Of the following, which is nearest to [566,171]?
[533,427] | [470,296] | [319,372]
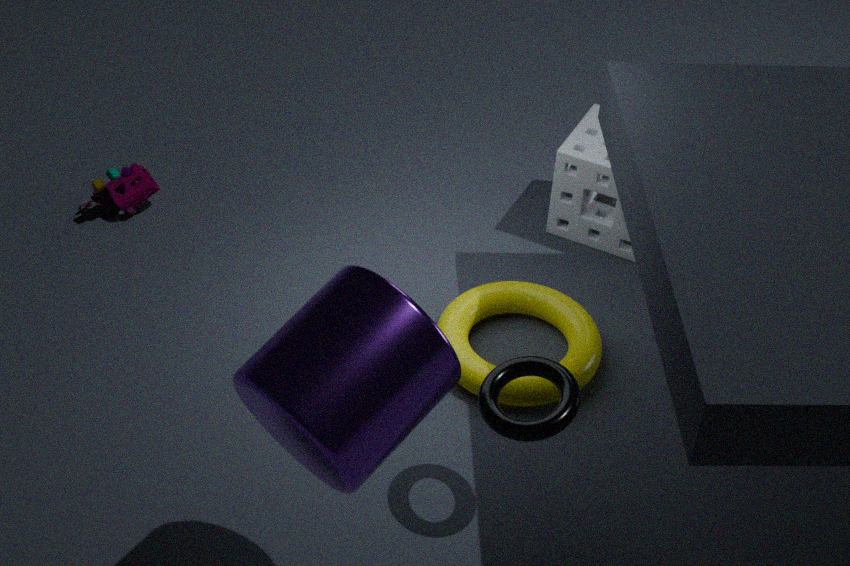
[470,296]
